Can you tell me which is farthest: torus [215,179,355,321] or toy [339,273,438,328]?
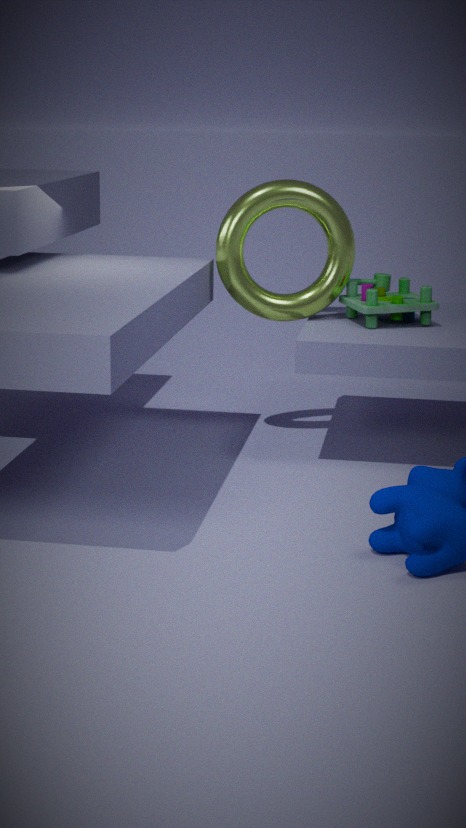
torus [215,179,355,321]
